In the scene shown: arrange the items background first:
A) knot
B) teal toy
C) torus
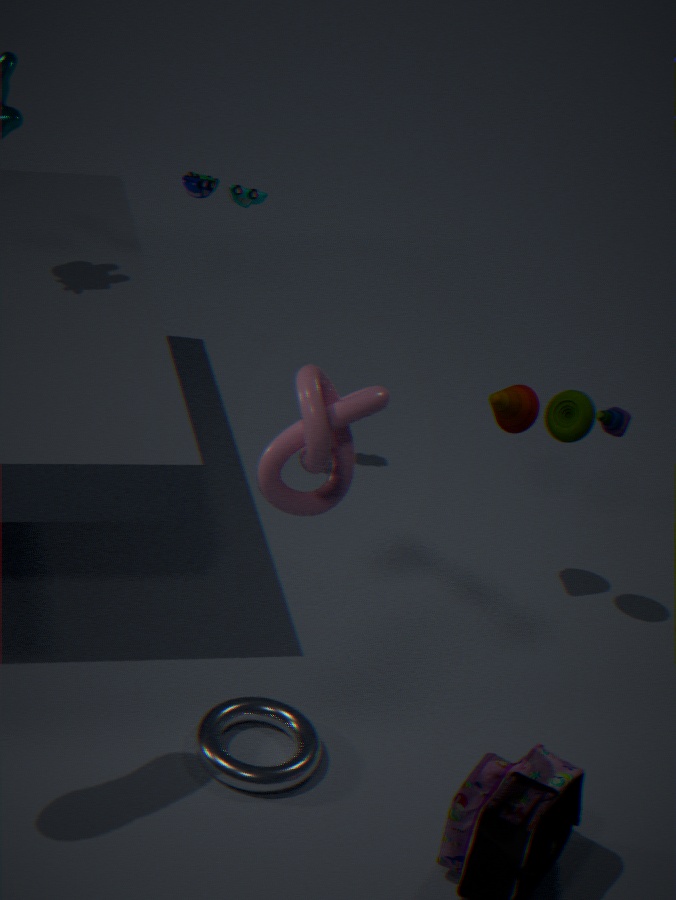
teal toy < torus < knot
